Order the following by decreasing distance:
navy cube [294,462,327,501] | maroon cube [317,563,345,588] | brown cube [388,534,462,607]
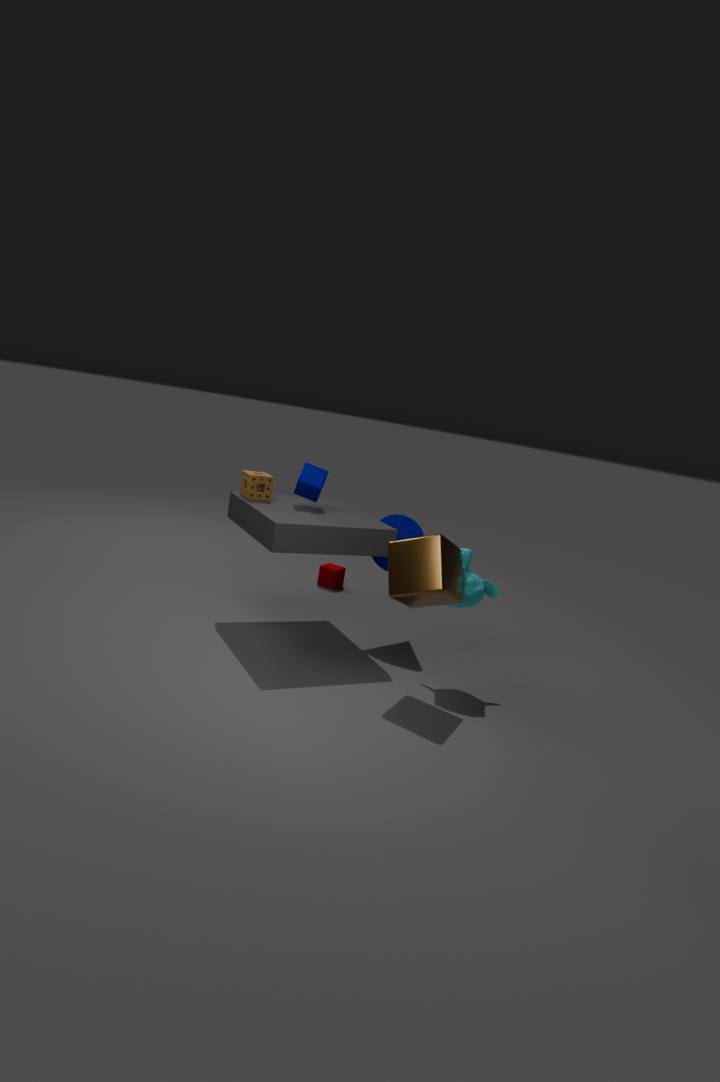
maroon cube [317,563,345,588] < navy cube [294,462,327,501] < brown cube [388,534,462,607]
